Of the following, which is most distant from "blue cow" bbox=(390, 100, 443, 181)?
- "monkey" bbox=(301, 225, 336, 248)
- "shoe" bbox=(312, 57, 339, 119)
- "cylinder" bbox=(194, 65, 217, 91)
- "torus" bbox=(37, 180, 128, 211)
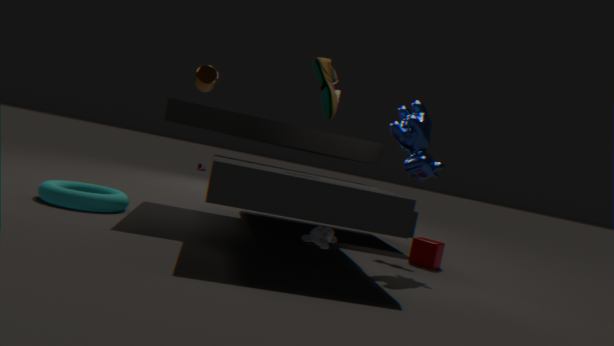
"torus" bbox=(37, 180, 128, 211)
